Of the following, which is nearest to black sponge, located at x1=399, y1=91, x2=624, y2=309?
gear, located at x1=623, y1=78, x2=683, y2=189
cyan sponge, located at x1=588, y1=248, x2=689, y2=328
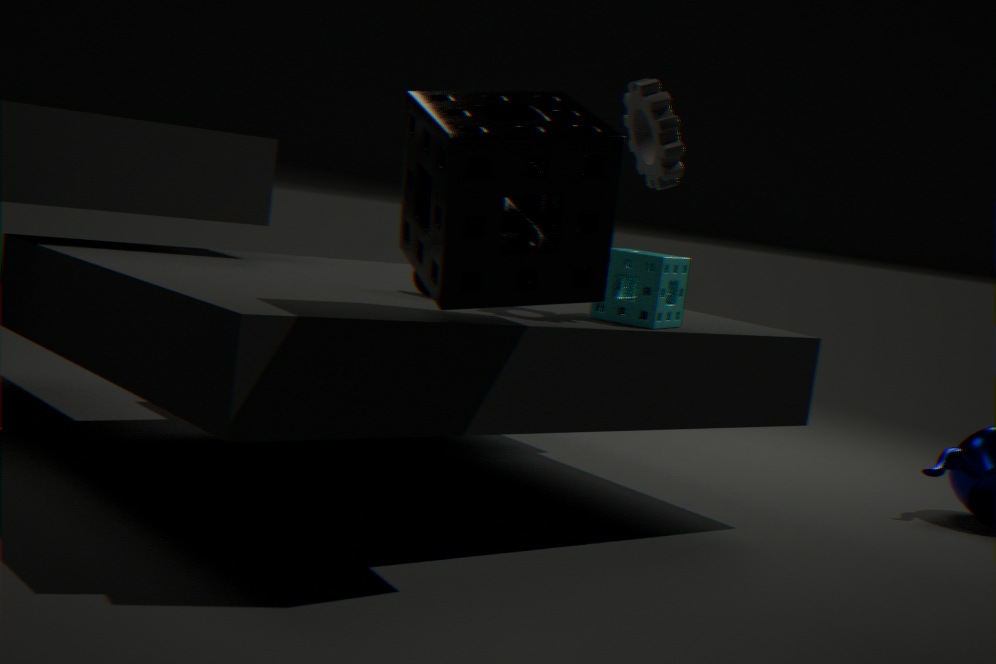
cyan sponge, located at x1=588, y1=248, x2=689, y2=328
